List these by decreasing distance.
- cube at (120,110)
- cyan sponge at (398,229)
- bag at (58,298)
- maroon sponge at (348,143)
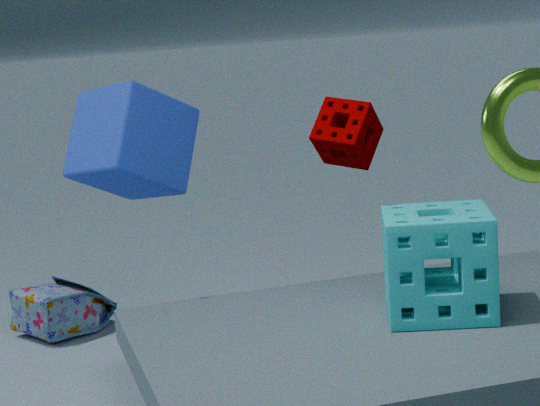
bag at (58,298) < cube at (120,110) < maroon sponge at (348,143) < cyan sponge at (398,229)
